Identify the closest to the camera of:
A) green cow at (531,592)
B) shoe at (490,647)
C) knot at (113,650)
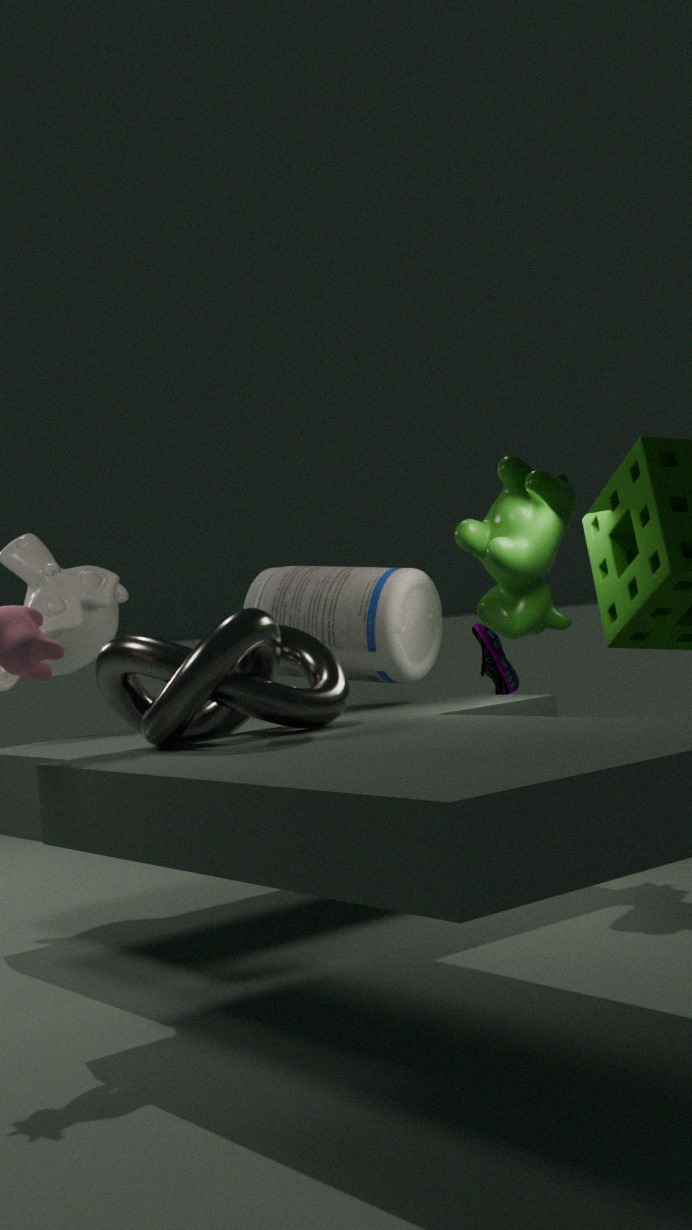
knot at (113,650)
